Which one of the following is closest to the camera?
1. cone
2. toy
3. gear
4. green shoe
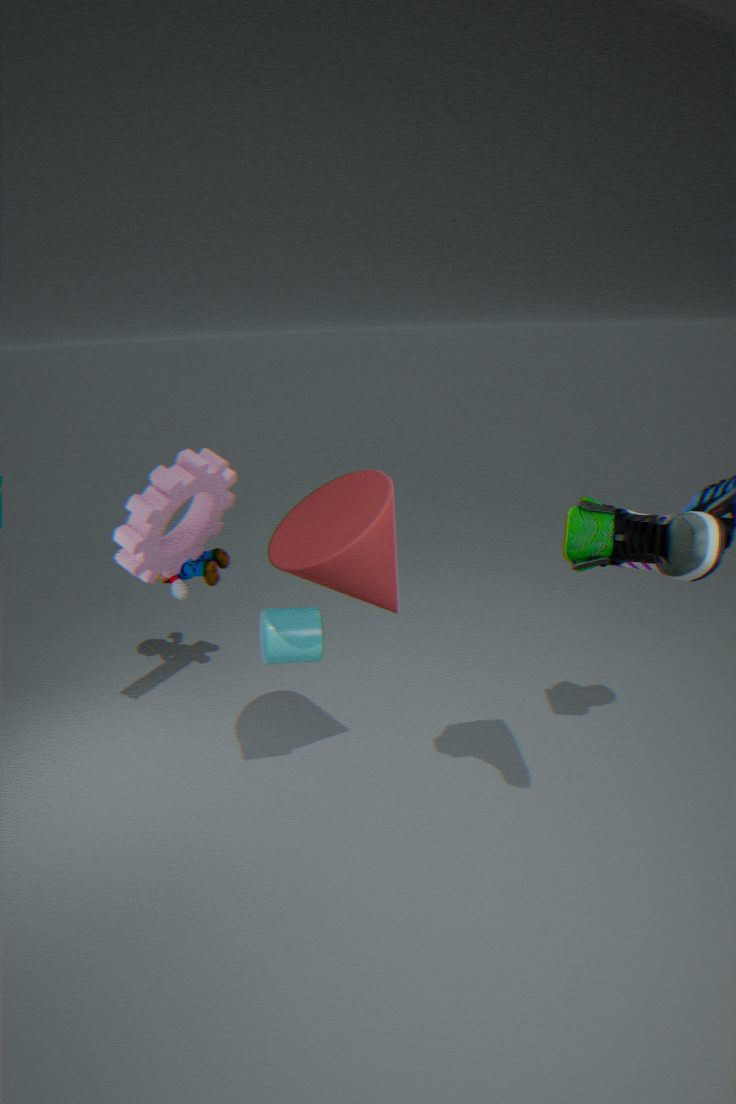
green shoe
